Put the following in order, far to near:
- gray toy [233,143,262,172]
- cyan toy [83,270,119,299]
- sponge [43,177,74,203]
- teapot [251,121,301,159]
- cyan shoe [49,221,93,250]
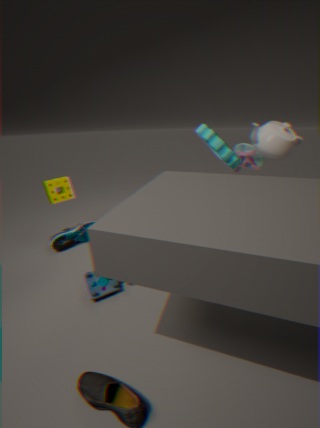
gray toy [233,143,262,172], cyan shoe [49,221,93,250], sponge [43,177,74,203], teapot [251,121,301,159], cyan toy [83,270,119,299]
